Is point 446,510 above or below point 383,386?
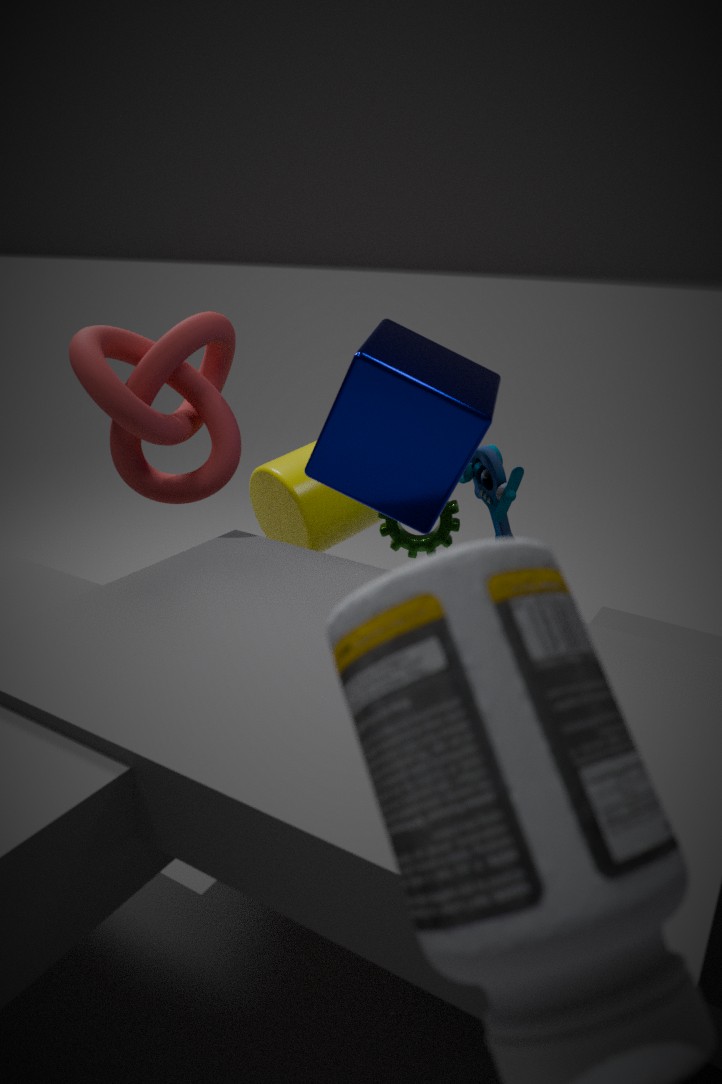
below
